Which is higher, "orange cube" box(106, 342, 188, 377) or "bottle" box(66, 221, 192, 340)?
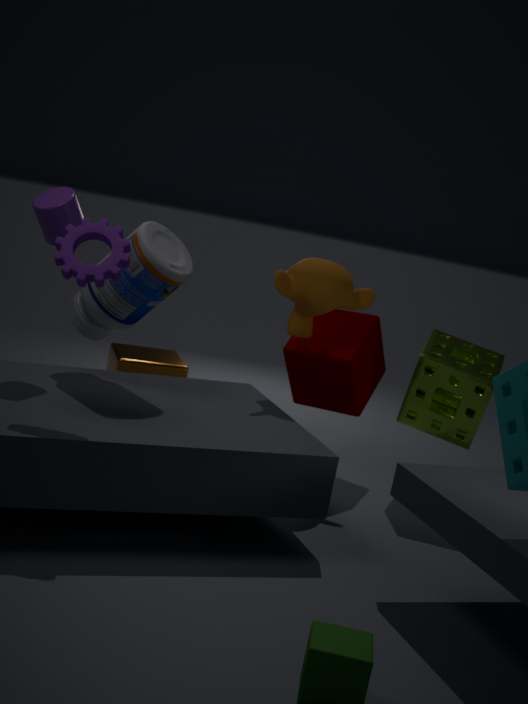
"bottle" box(66, 221, 192, 340)
